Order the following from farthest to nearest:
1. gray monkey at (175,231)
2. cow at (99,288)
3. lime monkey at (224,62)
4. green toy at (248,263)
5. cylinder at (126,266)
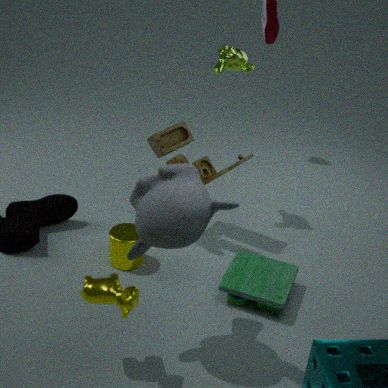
lime monkey at (224,62), cylinder at (126,266), green toy at (248,263), cow at (99,288), gray monkey at (175,231)
